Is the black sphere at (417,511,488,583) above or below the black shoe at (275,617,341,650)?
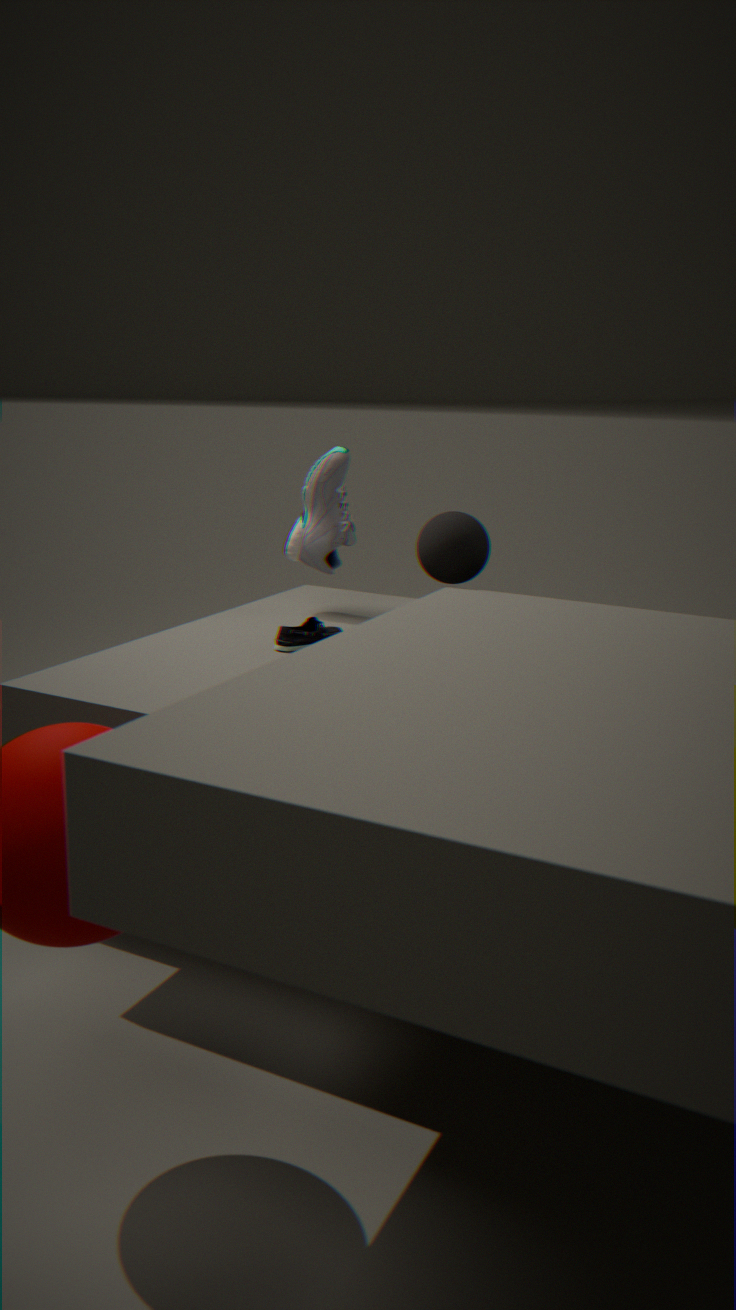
above
